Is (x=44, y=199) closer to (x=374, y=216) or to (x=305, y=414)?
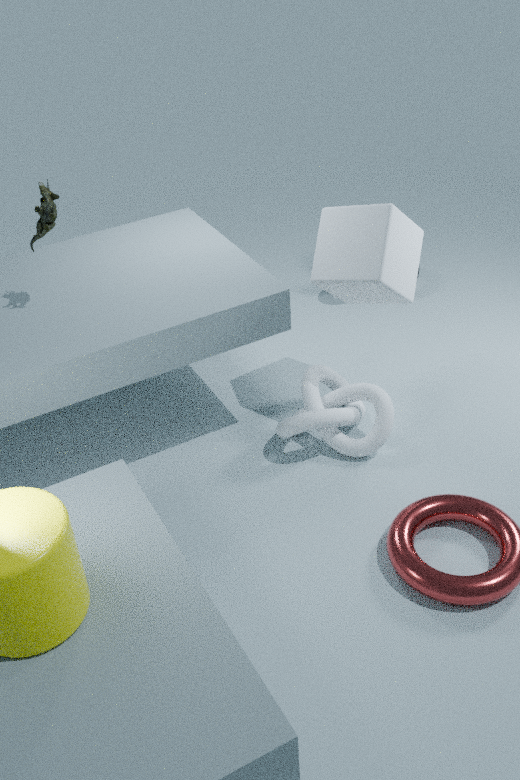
(x=374, y=216)
